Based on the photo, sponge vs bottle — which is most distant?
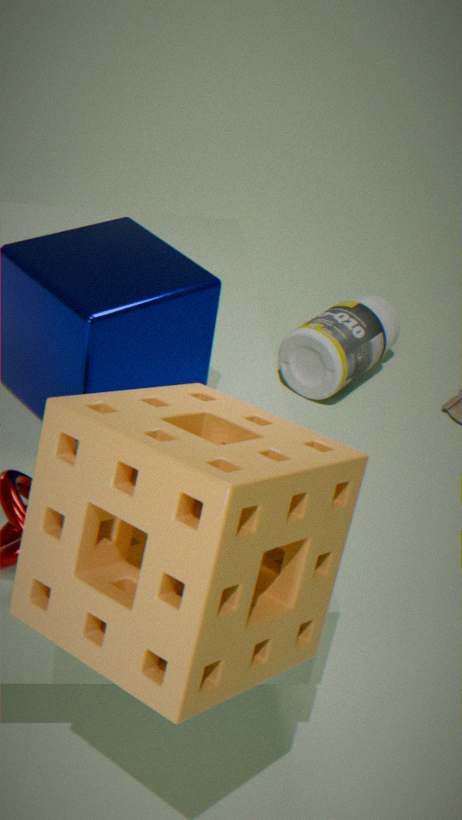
bottle
